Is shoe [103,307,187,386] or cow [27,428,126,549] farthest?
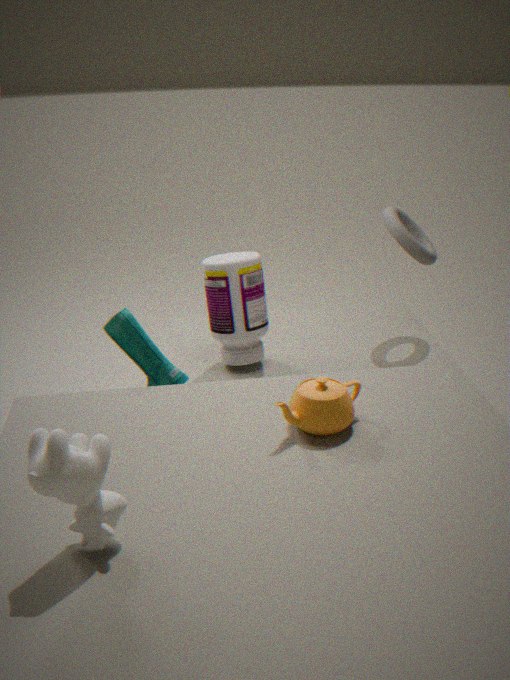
shoe [103,307,187,386]
